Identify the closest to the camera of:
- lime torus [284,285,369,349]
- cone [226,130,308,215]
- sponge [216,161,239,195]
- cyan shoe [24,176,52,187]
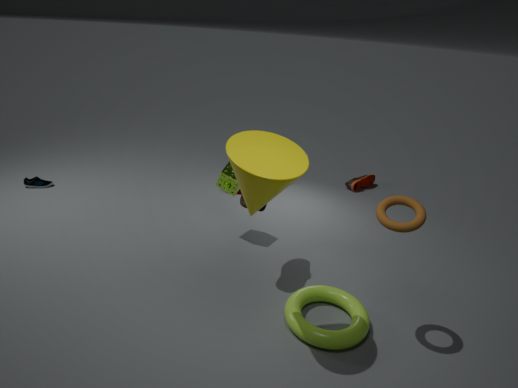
cone [226,130,308,215]
